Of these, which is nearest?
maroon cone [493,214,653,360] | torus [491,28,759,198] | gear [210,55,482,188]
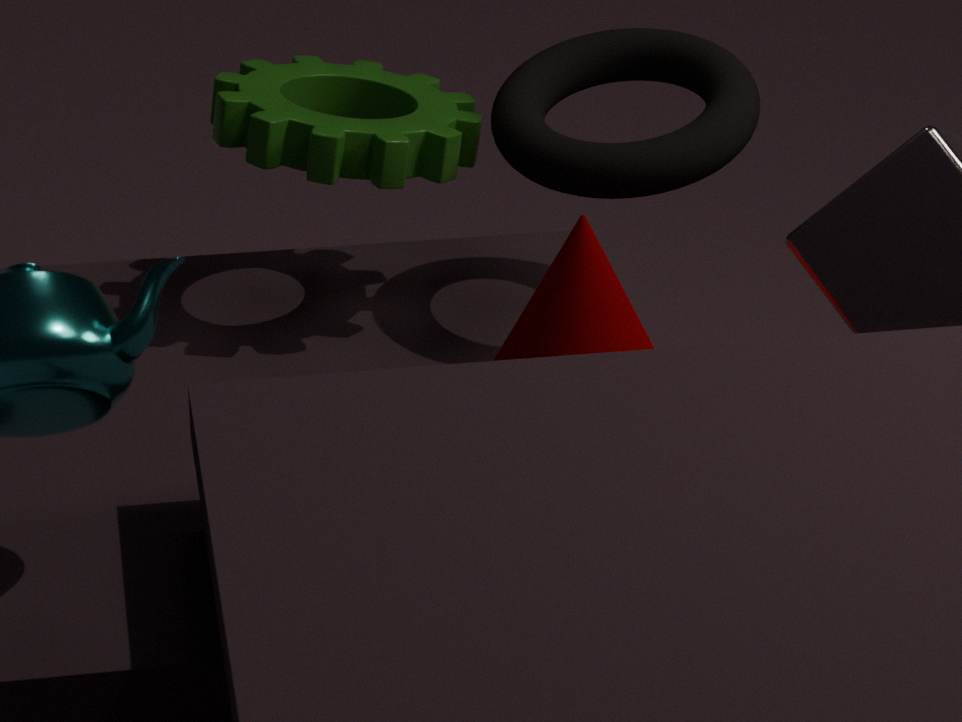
maroon cone [493,214,653,360]
